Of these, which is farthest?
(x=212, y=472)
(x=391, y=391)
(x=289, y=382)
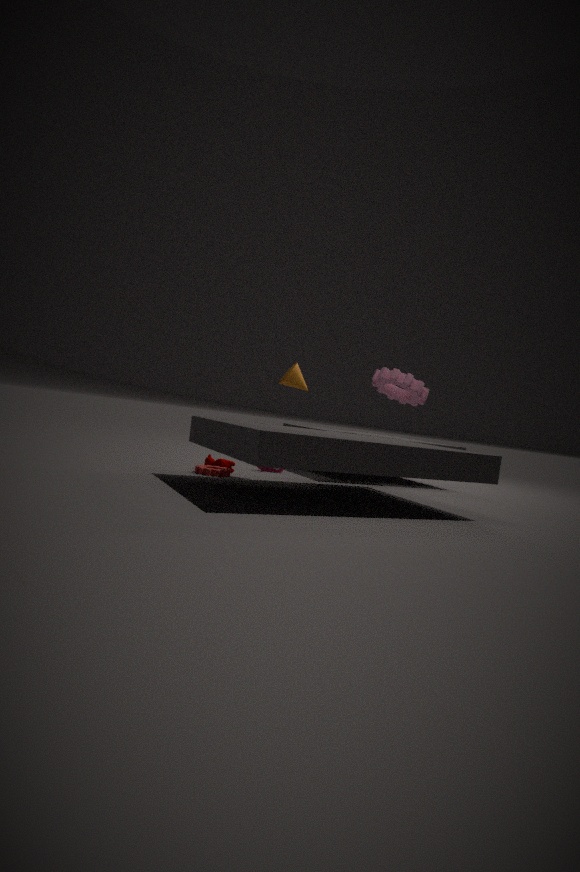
(x=391, y=391)
